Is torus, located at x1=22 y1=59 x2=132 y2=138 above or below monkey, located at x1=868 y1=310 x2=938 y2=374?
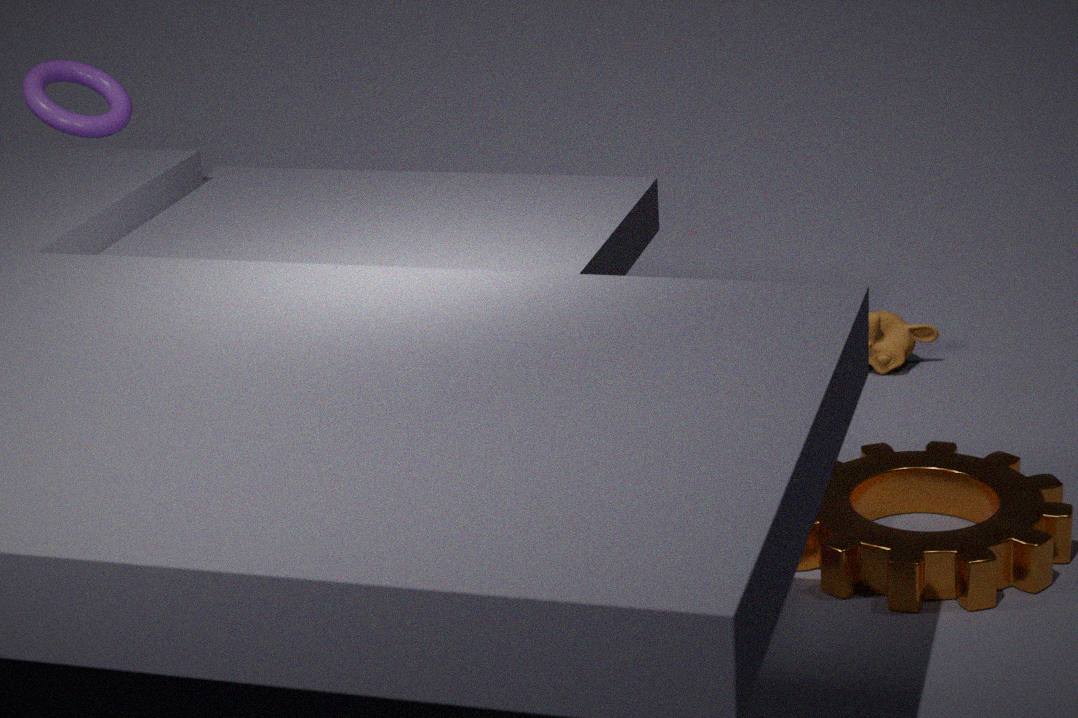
above
